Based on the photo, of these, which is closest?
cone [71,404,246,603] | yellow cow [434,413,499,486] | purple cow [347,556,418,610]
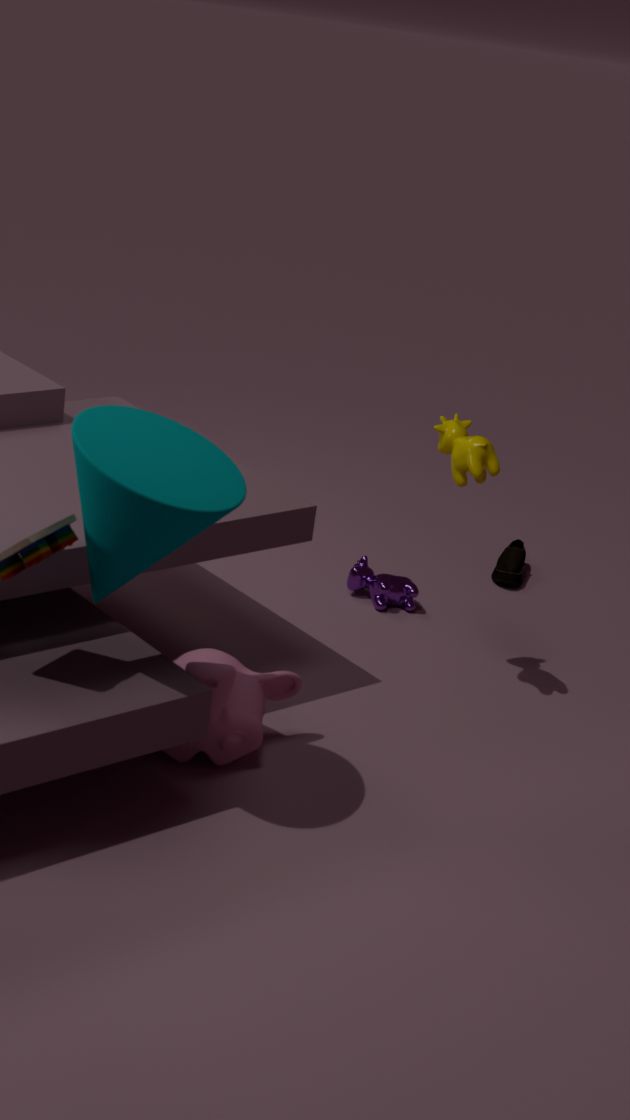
cone [71,404,246,603]
